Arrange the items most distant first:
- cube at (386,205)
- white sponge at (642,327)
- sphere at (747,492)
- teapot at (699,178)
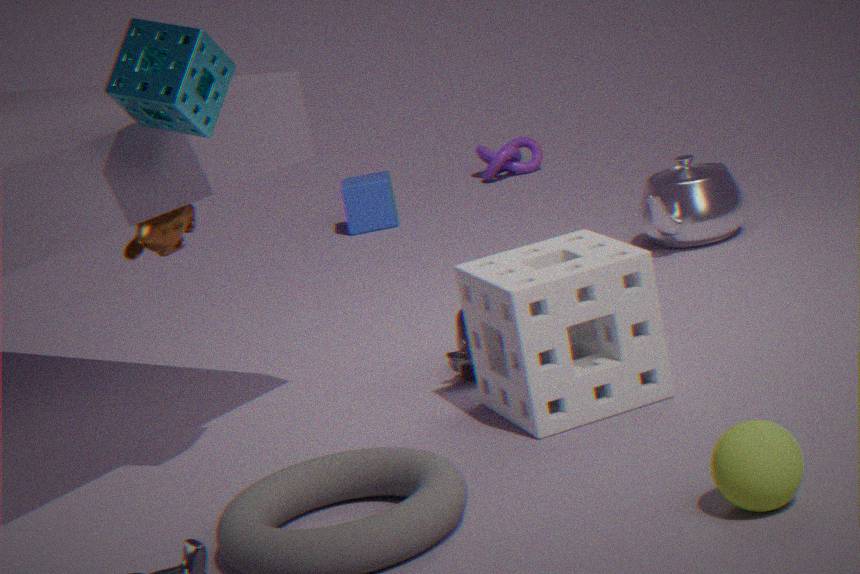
cube at (386,205)
teapot at (699,178)
white sponge at (642,327)
sphere at (747,492)
